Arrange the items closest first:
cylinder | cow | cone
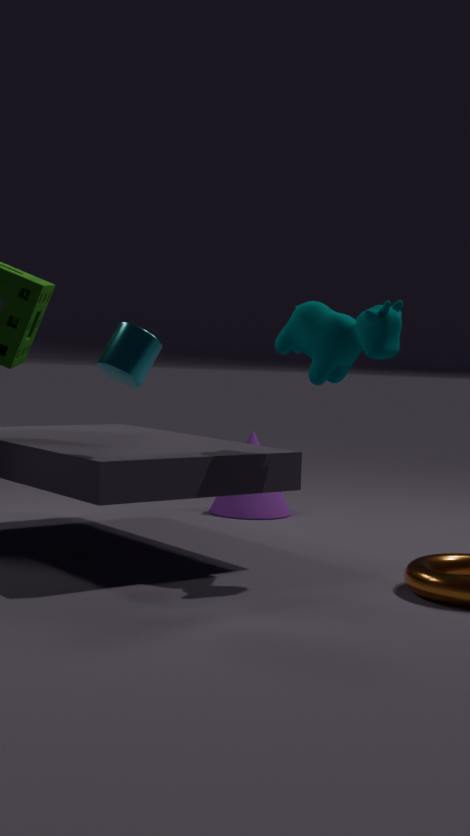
cylinder → cow → cone
